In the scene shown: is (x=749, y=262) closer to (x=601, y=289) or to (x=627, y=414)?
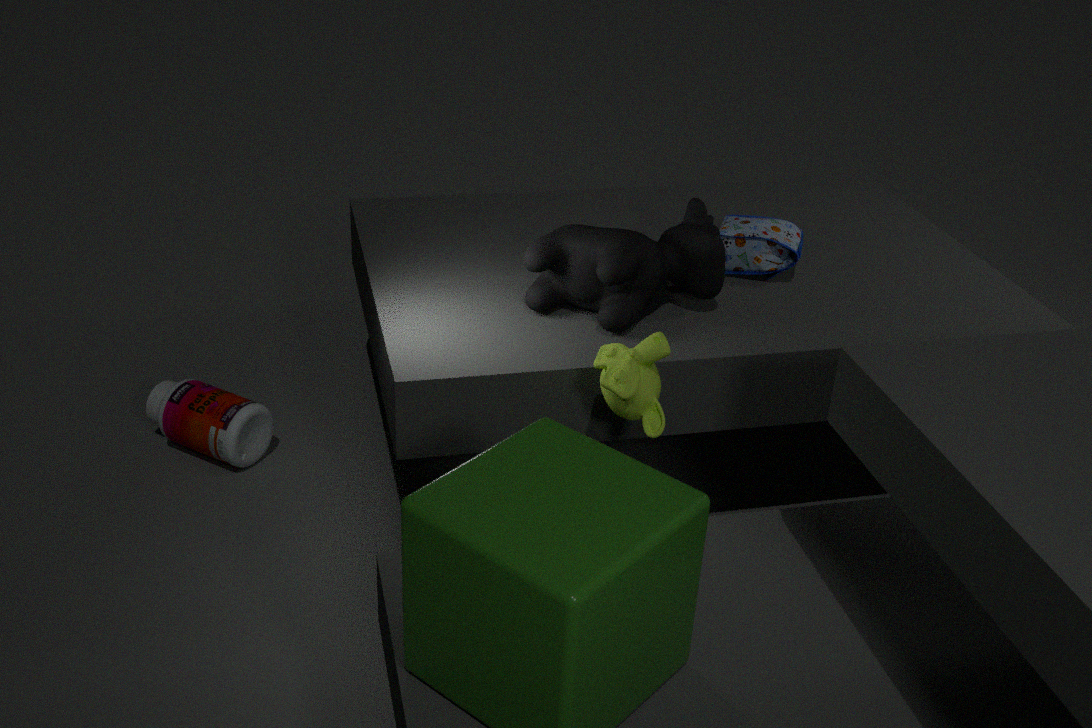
(x=601, y=289)
